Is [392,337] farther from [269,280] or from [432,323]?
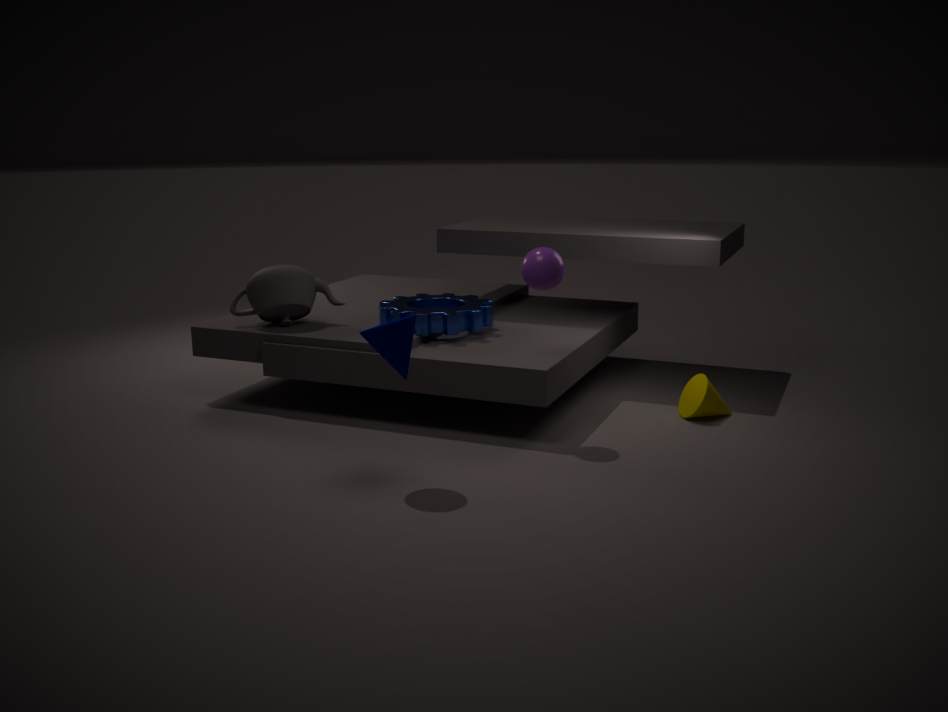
[269,280]
